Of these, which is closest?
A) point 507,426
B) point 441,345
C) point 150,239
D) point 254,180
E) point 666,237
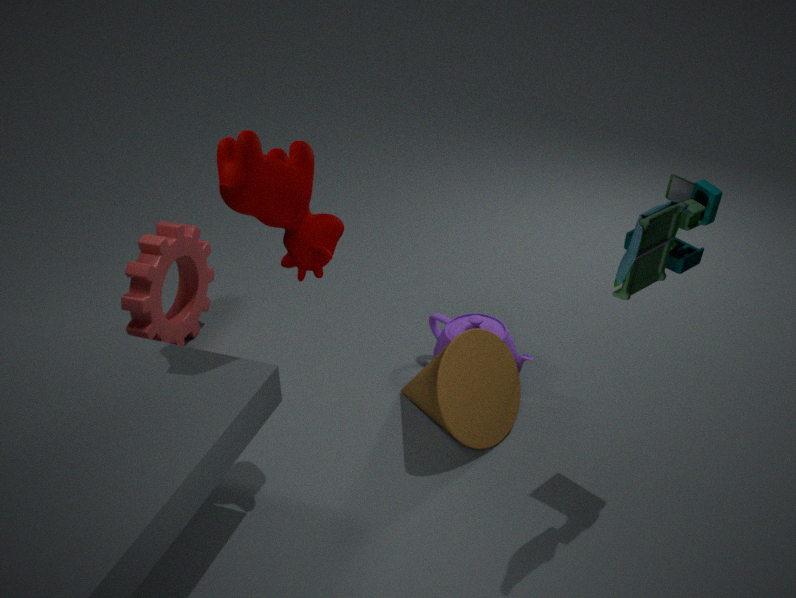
point 666,237
